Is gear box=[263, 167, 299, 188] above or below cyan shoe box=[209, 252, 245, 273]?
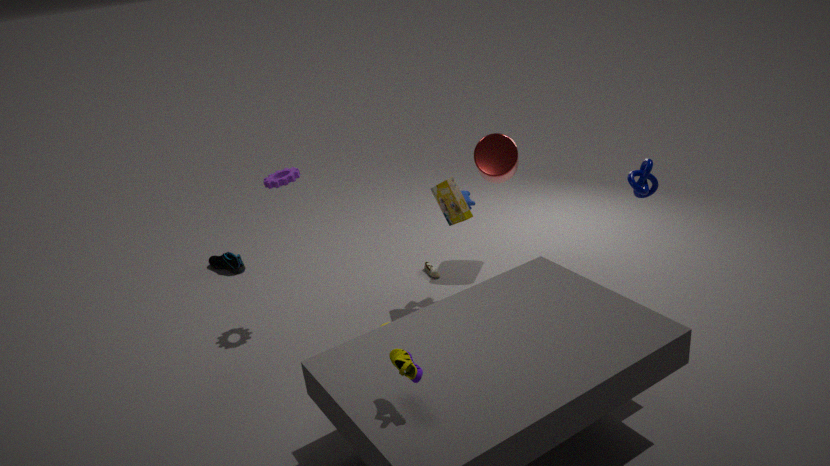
above
